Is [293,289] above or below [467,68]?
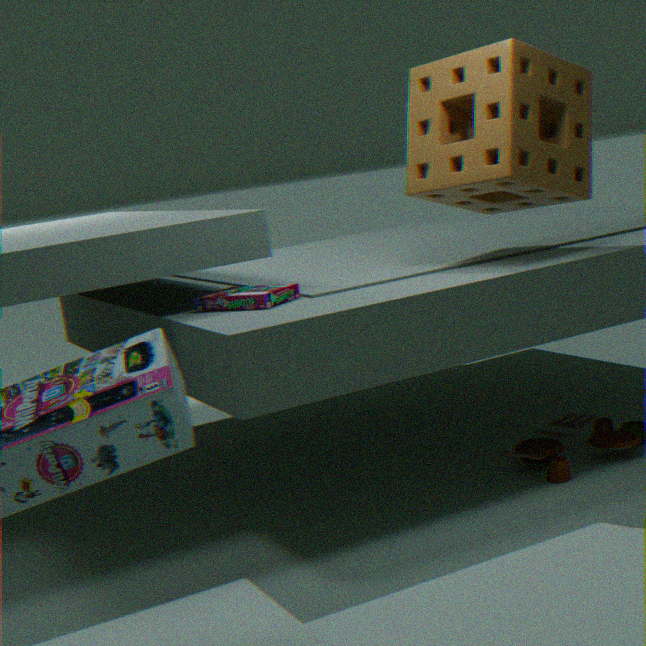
below
